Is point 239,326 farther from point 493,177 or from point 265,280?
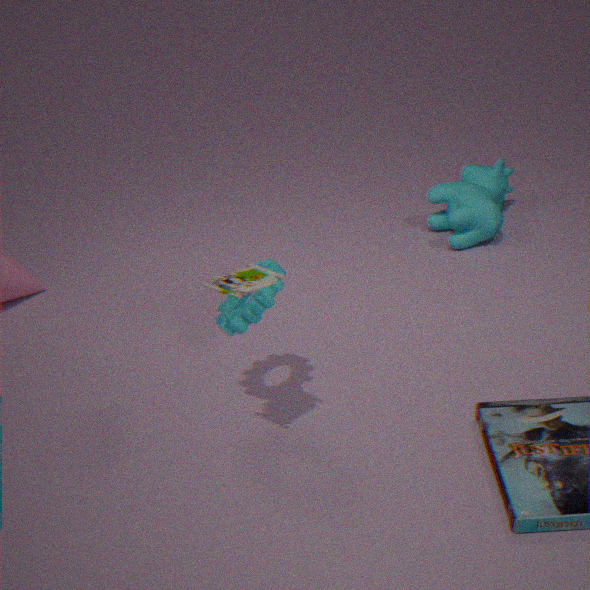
point 493,177
